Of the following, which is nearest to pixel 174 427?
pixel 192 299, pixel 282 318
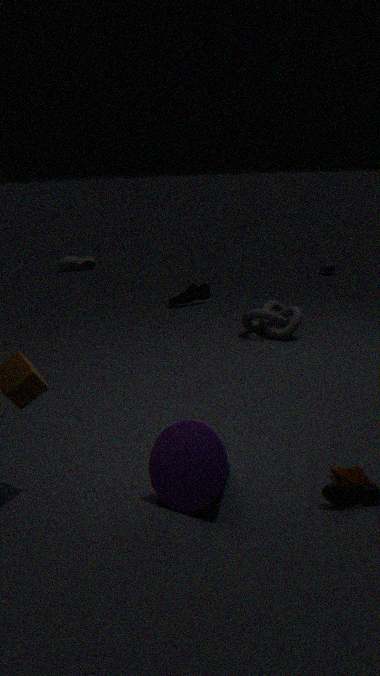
pixel 282 318
